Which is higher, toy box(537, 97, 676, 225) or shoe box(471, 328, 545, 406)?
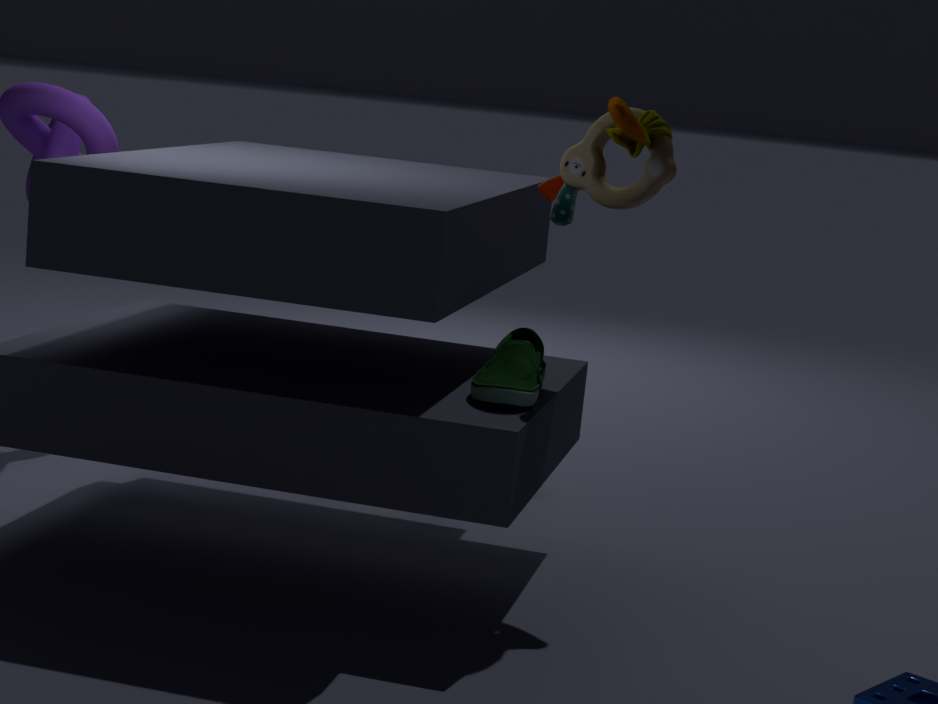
toy box(537, 97, 676, 225)
